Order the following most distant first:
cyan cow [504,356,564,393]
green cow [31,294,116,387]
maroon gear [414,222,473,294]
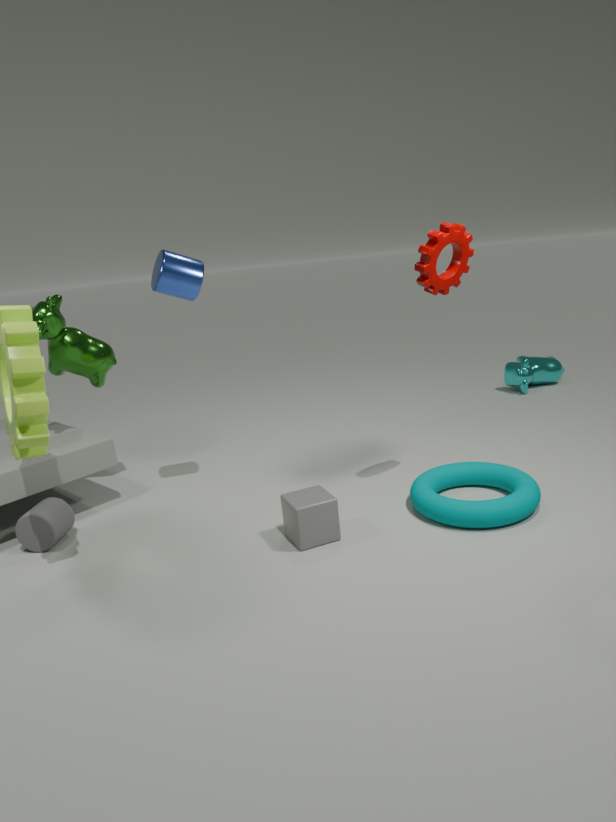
cyan cow [504,356,564,393] → green cow [31,294,116,387] → maroon gear [414,222,473,294]
